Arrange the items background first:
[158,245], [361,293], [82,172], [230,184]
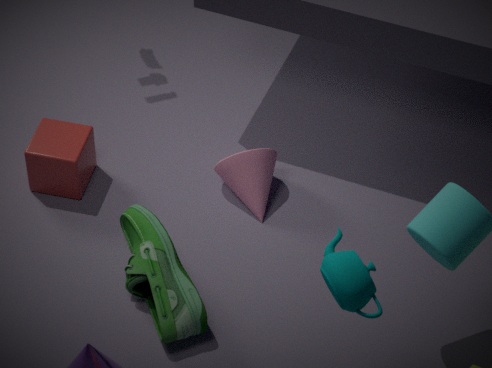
[230,184] → [82,172] → [158,245] → [361,293]
